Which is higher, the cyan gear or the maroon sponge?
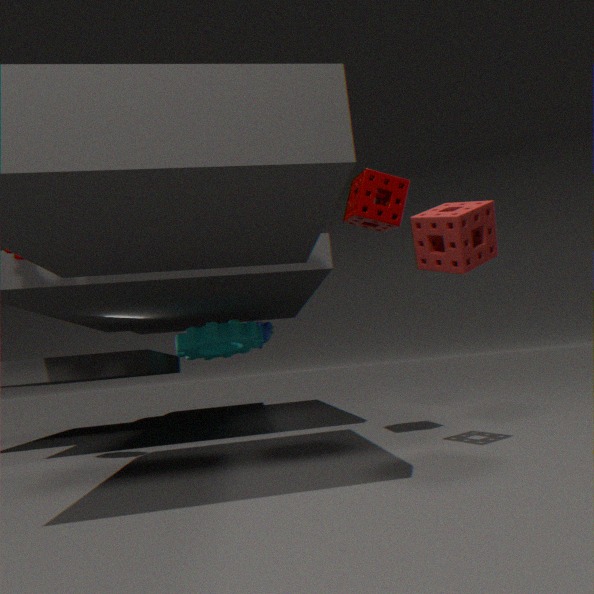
the maroon sponge
